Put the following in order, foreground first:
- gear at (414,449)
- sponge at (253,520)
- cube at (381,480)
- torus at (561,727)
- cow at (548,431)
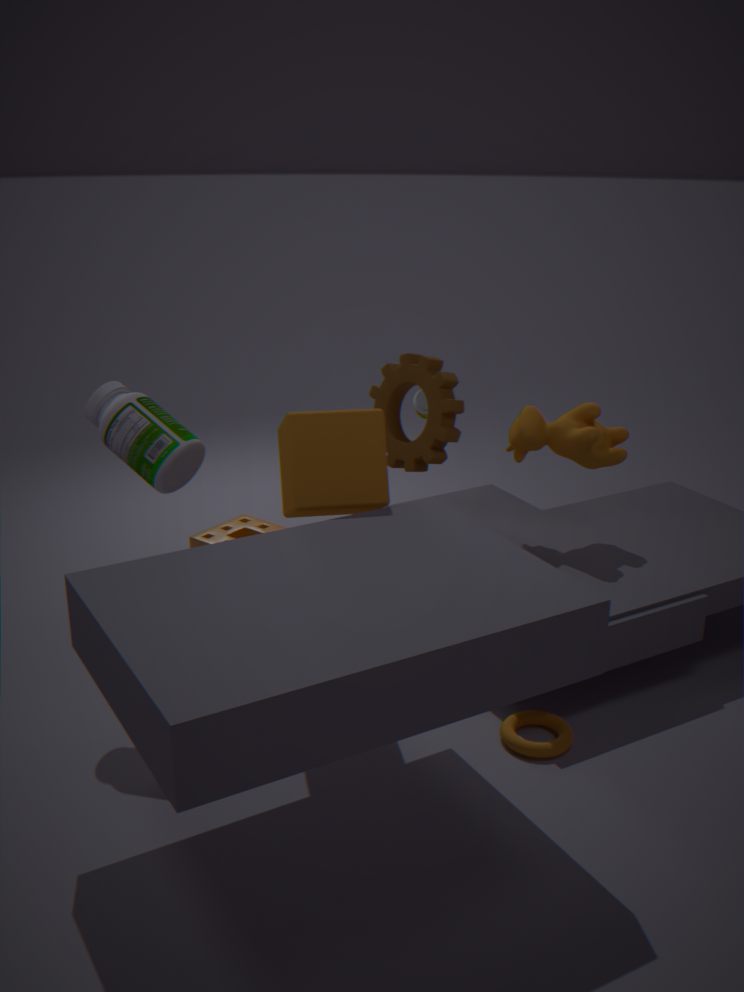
cube at (381,480)
torus at (561,727)
cow at (548,431)
gear at (414,449)
sponge at (253,520)
